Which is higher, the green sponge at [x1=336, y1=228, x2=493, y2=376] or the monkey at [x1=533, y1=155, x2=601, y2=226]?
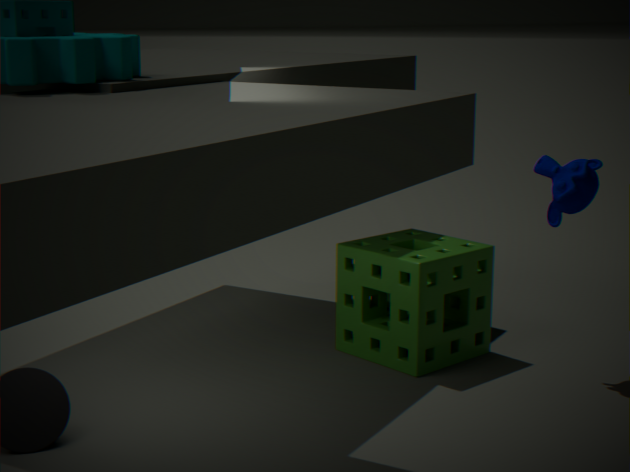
the monkey at [x1=533, y1=155, x2=601, y2=226]
